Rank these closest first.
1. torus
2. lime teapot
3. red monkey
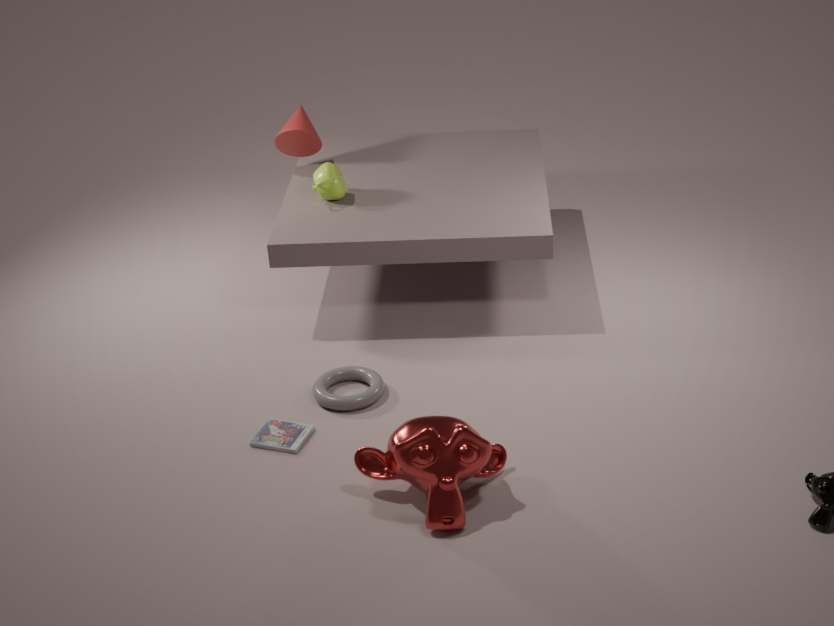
red monkey
torus
lime teapot
